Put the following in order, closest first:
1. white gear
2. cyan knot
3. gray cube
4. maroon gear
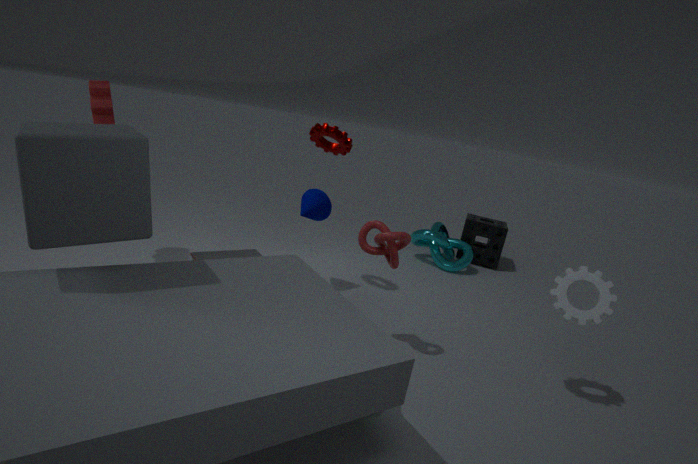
gray cube
white gear
maroon gear
cyan knot
